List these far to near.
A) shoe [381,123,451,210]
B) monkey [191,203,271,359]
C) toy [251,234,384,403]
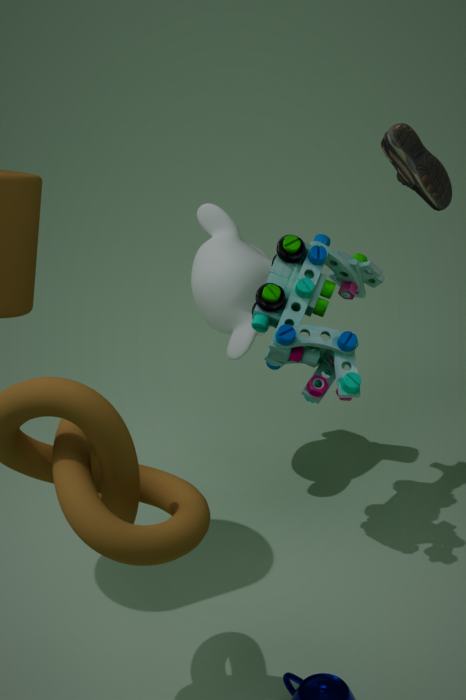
1. monkey [191,203,271,359]
2. shoe [381,123,451,210]
3. toy [251,234,384,403]
